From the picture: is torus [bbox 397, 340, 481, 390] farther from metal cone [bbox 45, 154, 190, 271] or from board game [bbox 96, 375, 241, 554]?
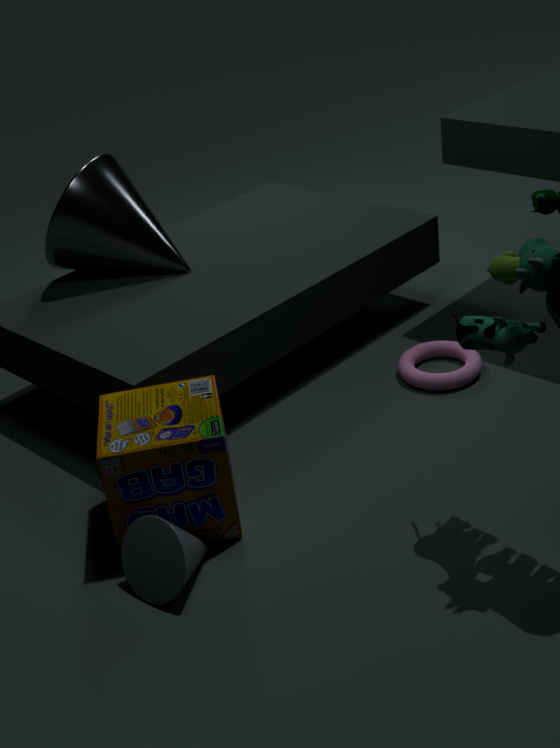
metal cone [bbox 45, 154, 190, 271]
